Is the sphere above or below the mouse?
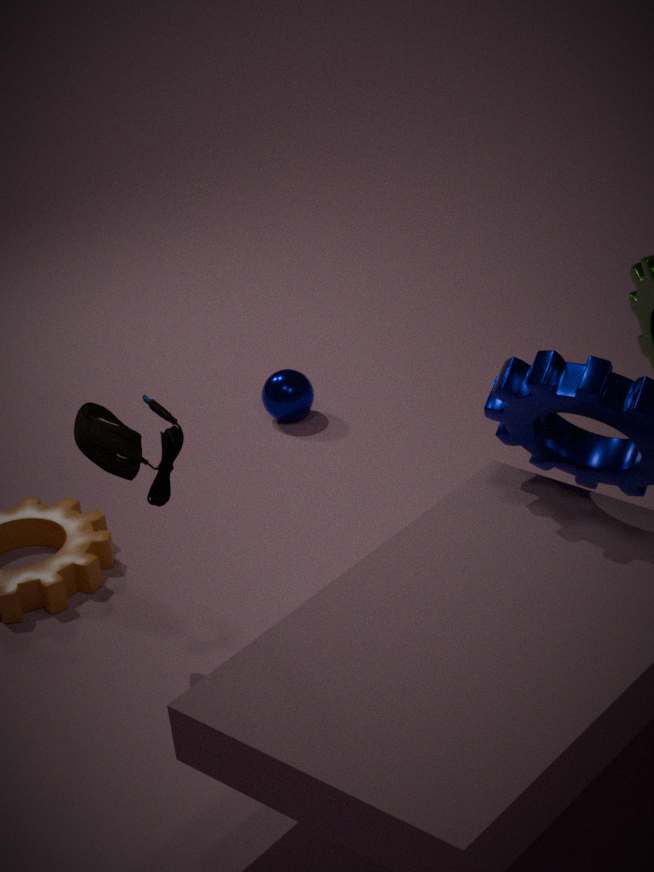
below
